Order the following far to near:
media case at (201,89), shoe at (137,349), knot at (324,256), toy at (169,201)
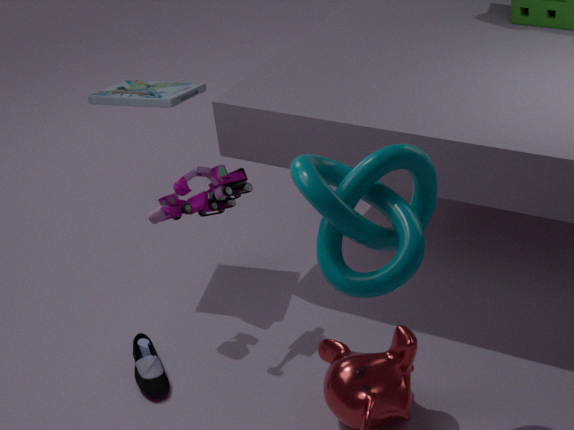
media case at (201,89)
toy at (169,201)
shoe at (137,349)
knot at (324,256)
